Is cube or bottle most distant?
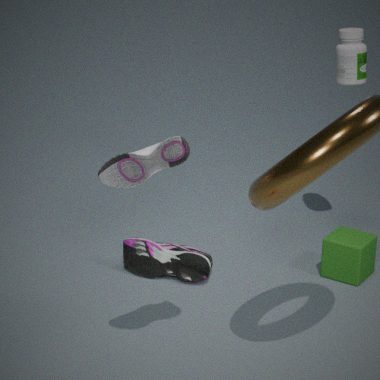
bottle
